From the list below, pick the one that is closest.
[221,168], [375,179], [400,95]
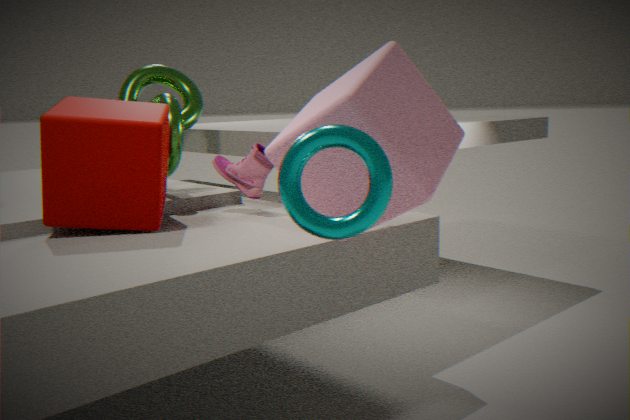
[375,179]
